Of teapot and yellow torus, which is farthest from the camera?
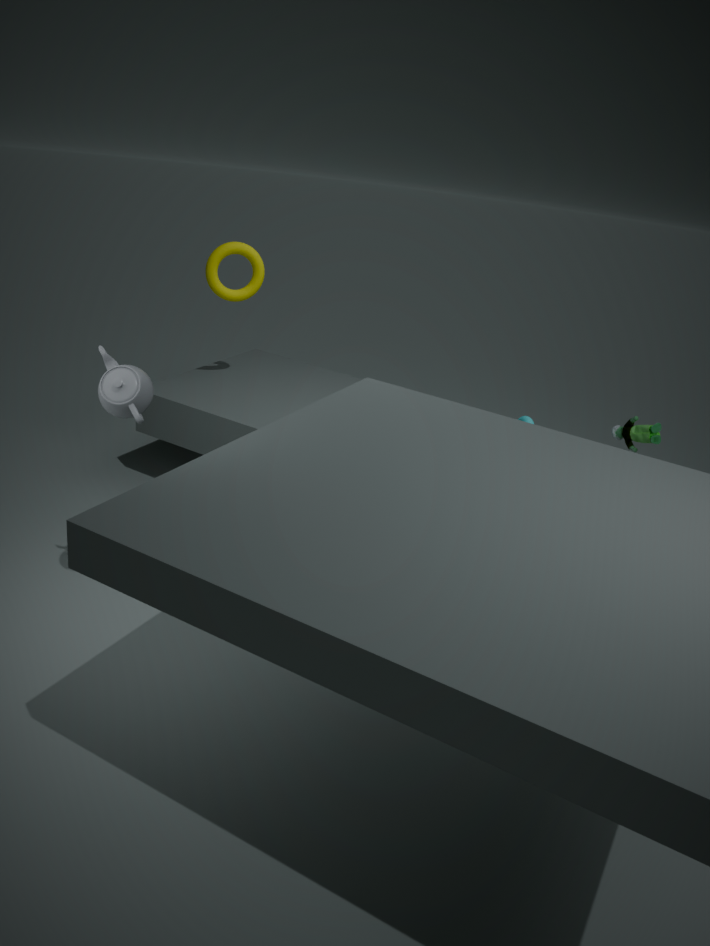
yellow torus
